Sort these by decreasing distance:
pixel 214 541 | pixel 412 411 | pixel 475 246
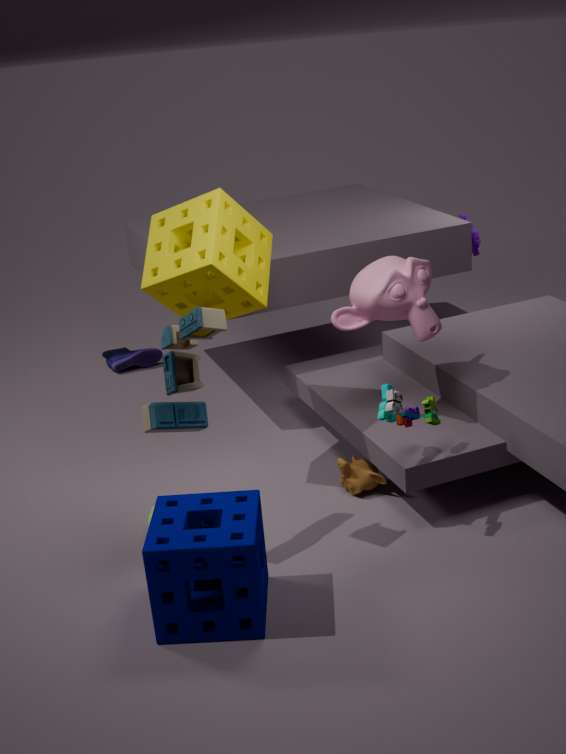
pixel 475 246 < pixel 412 411 < pixel 214 541
